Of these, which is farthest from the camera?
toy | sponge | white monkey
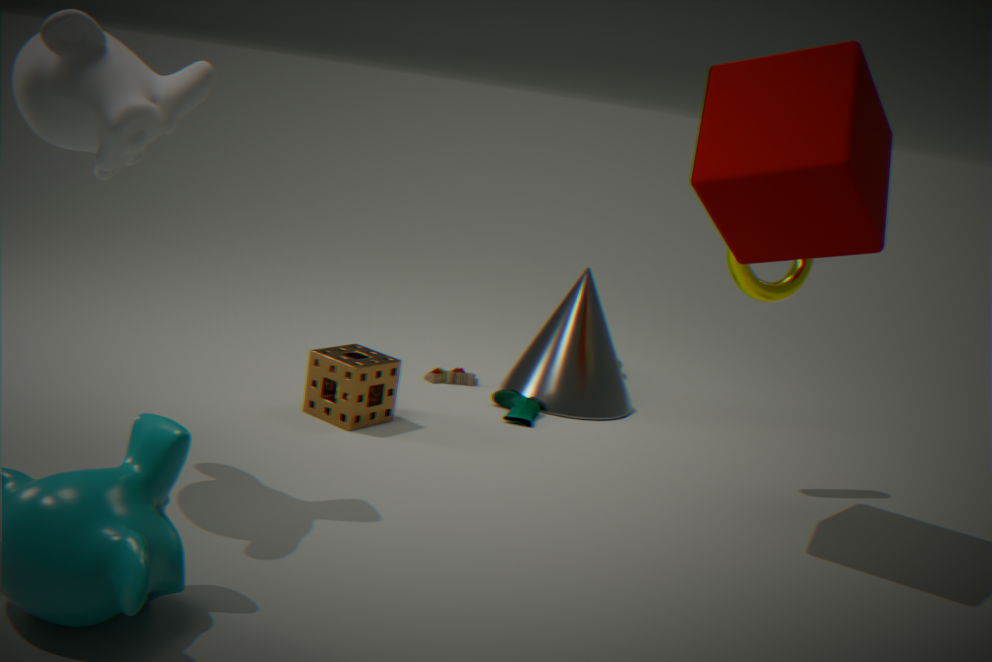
toy
